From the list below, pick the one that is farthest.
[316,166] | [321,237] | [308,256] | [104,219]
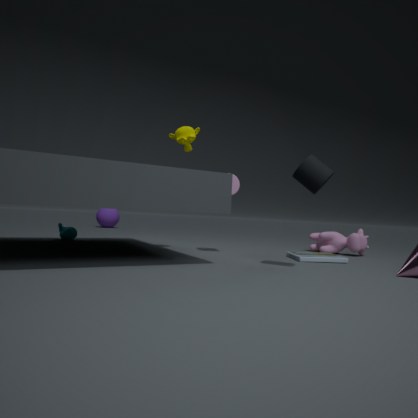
[104,219]
